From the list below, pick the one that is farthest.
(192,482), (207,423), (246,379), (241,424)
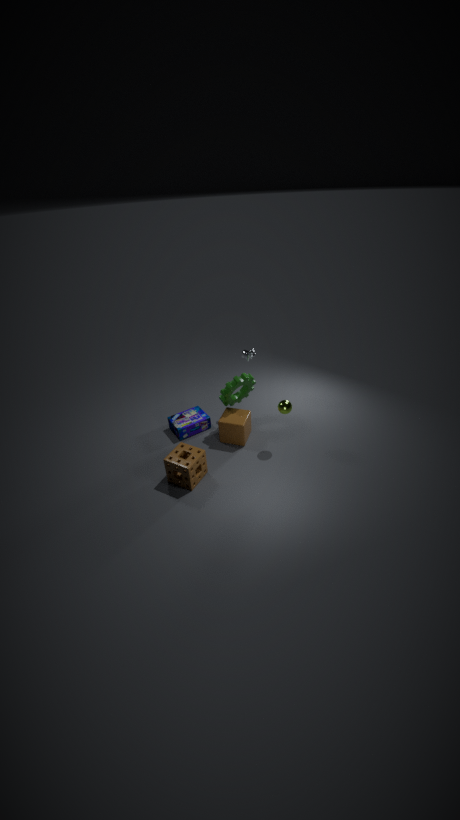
(207,423)
